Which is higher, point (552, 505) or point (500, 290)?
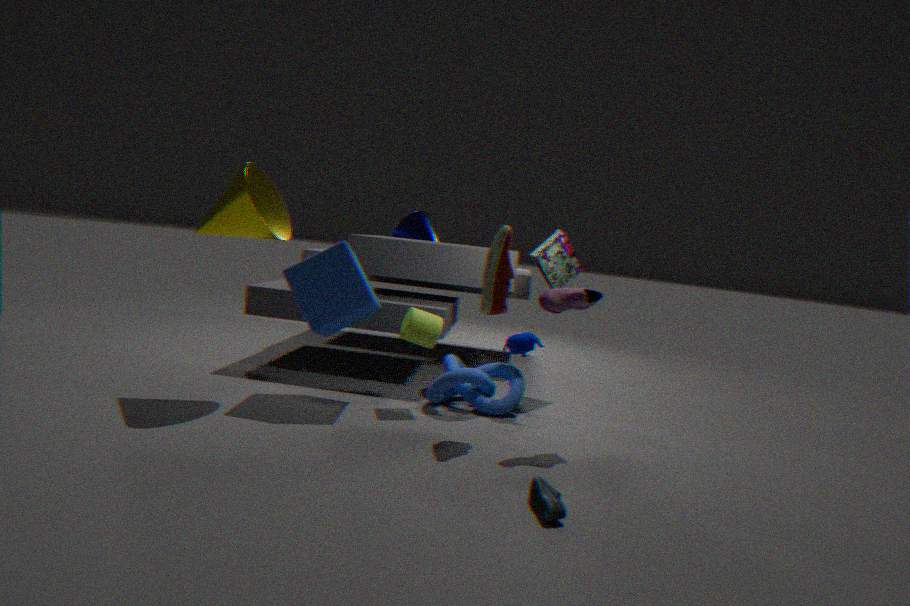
point (500, 290)
